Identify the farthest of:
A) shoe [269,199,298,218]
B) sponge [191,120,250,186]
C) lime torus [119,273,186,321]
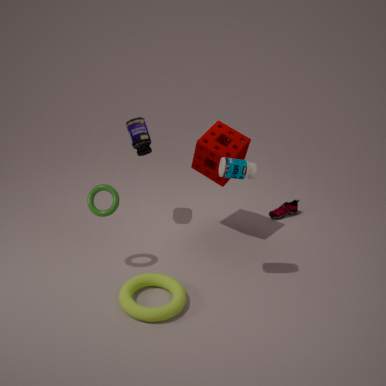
shoe [269,199,298,218]
